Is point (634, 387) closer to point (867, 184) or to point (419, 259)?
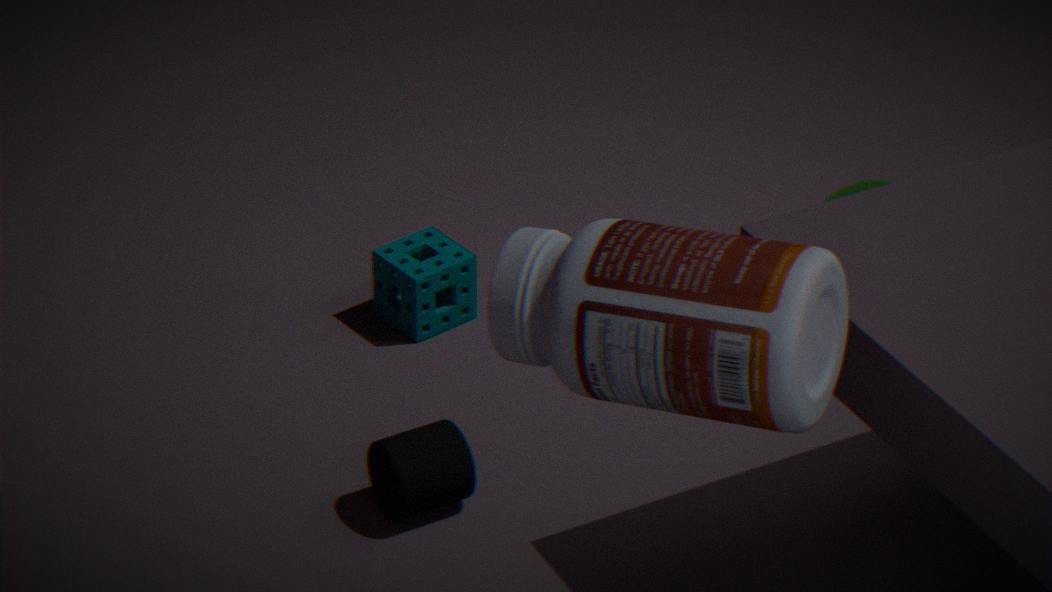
point (867, 184)
